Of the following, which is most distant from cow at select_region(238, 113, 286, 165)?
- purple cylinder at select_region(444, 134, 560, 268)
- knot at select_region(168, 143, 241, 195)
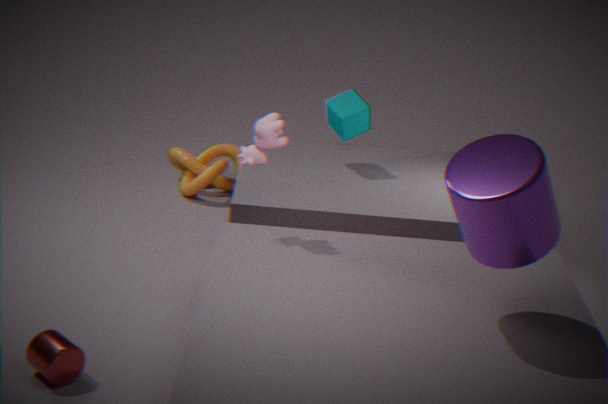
knot at select_region(168, 143, 241, 195)
